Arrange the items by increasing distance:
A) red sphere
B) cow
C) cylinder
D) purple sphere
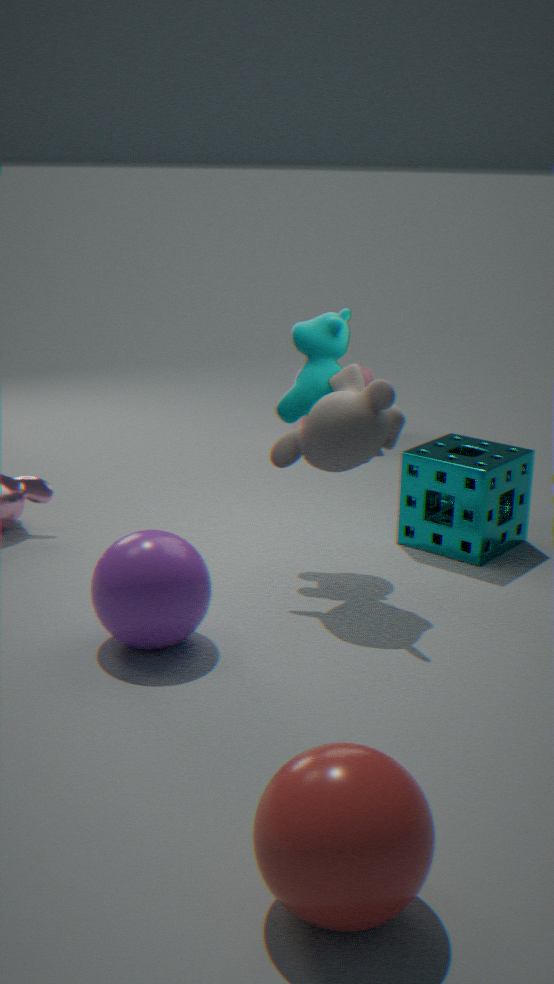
red sphere
purple sphere
cow
cylinder
